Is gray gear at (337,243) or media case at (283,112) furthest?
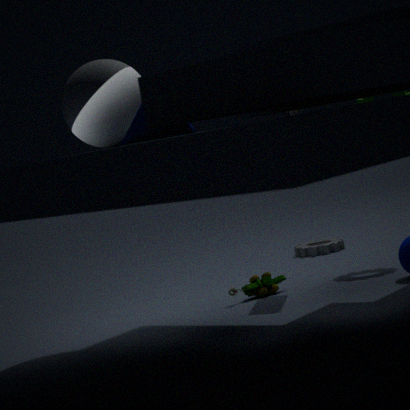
gray gear at (337,243)
